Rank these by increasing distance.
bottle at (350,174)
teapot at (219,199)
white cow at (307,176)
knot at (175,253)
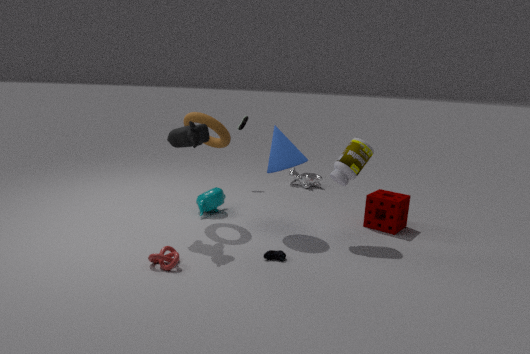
knot at (175,253), bottle at (350,174), teapot at (219,199), white cow at (307,176)
